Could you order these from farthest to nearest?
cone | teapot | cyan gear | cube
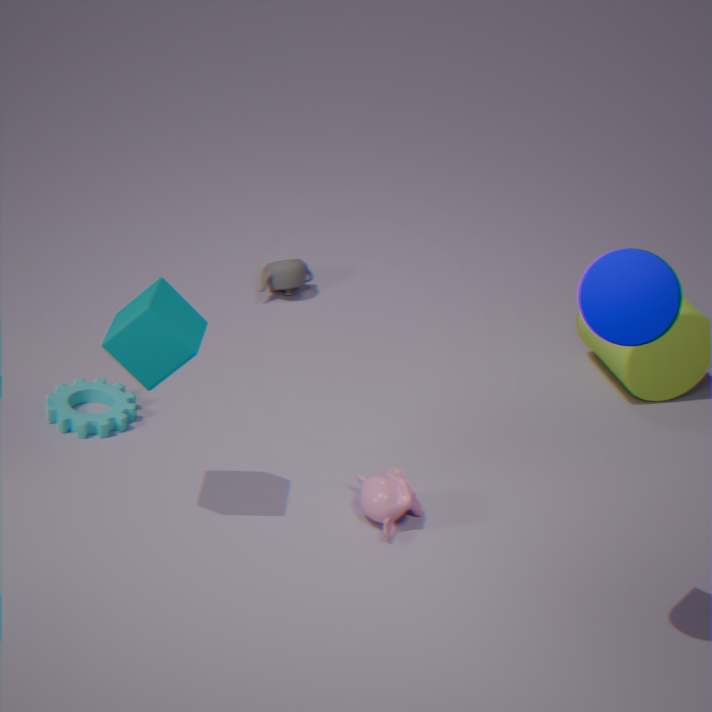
teapot → cyan gear → cube → cone
